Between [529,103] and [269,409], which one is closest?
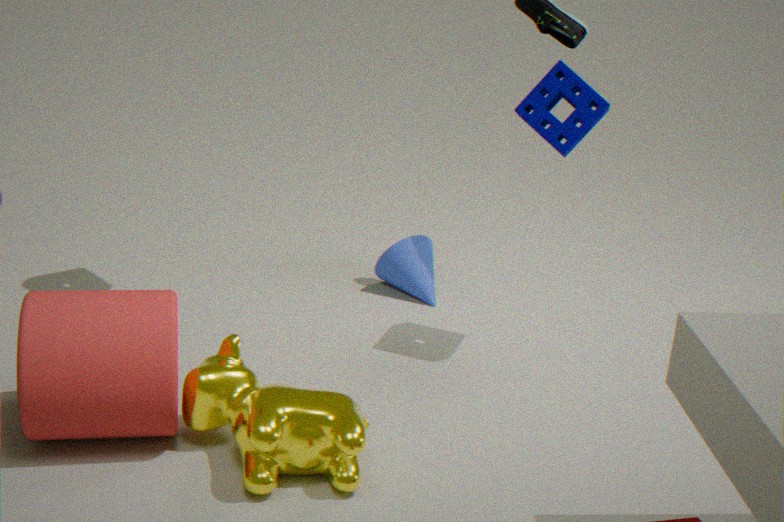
[269,409]
